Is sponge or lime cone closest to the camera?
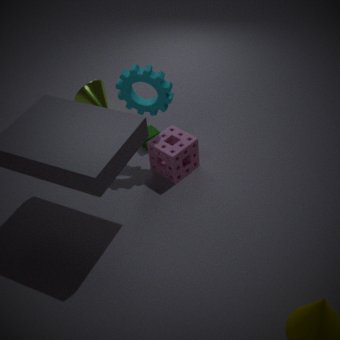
sponge
